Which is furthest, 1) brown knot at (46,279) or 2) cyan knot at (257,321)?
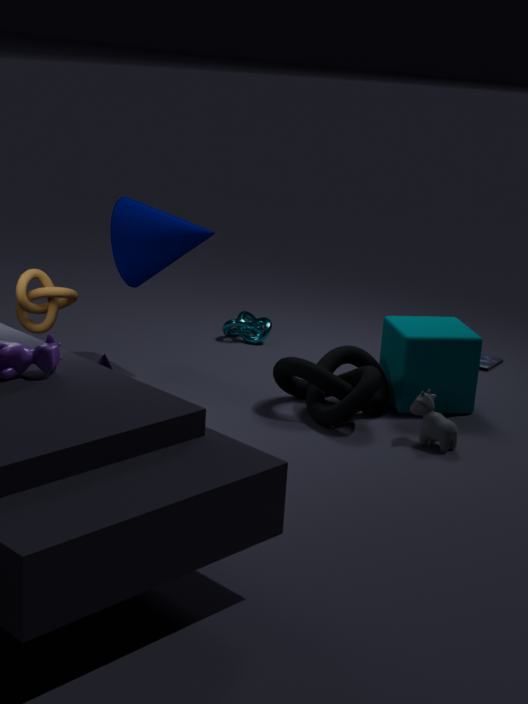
2. cyan knot at (257,321)
